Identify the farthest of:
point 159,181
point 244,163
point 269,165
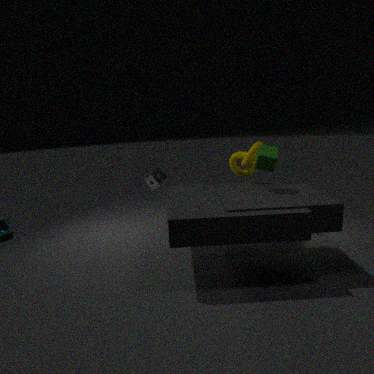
point 159,181
